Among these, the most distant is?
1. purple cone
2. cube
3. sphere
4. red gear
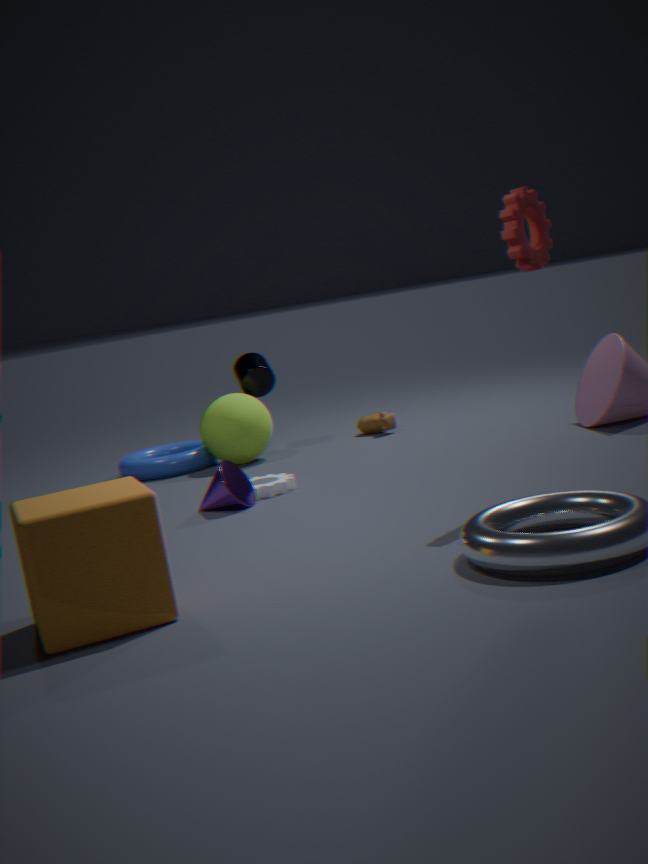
sphere
